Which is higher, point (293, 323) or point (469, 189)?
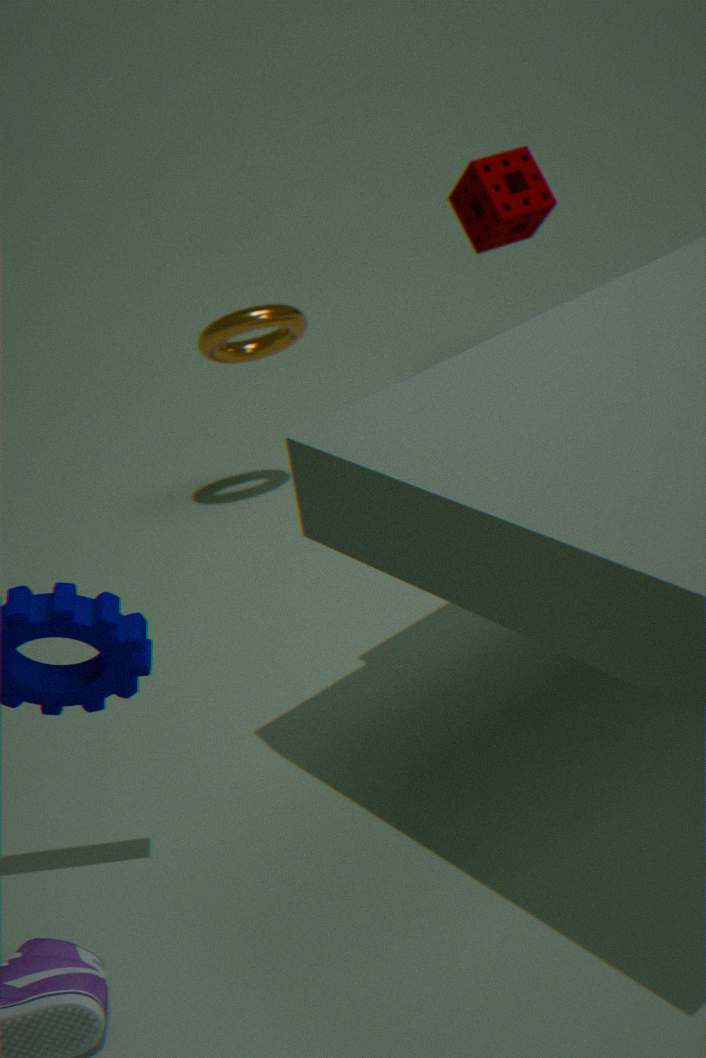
point (469, 189)
